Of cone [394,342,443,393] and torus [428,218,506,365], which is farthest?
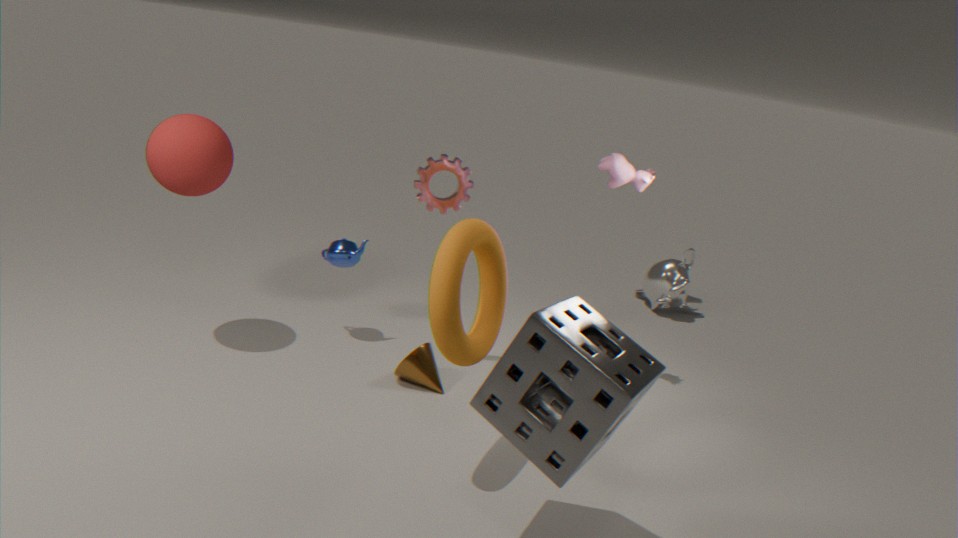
cone [394,342,443,393]
